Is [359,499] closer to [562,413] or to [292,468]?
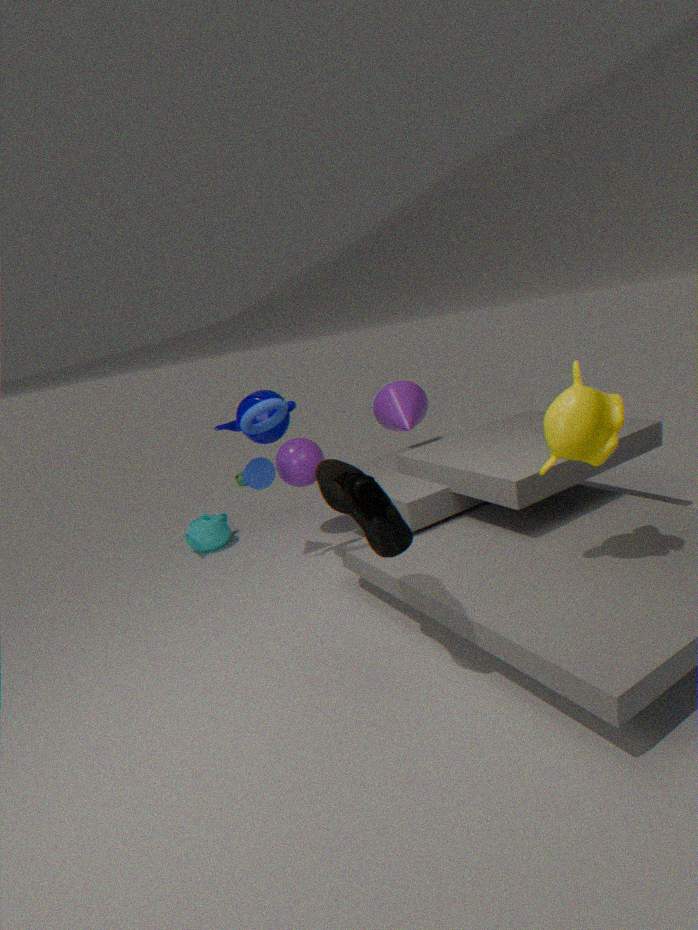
[562,413]
